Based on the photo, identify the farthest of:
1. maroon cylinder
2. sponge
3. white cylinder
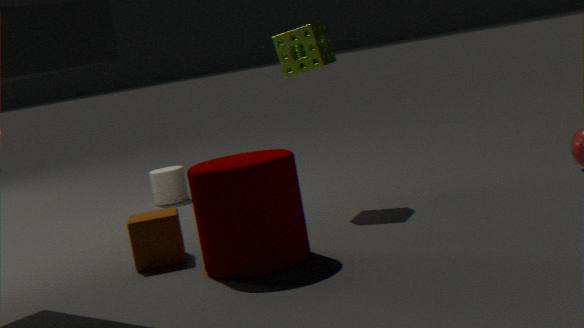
white cylinder
